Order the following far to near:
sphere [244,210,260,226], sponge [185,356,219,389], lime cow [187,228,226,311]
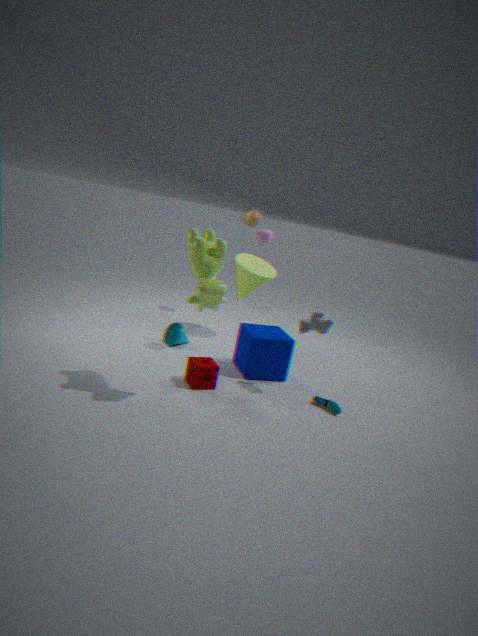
sphere [244,210,260,226], sponge [185,356,219,389], lime cow [187,228,226,311]
